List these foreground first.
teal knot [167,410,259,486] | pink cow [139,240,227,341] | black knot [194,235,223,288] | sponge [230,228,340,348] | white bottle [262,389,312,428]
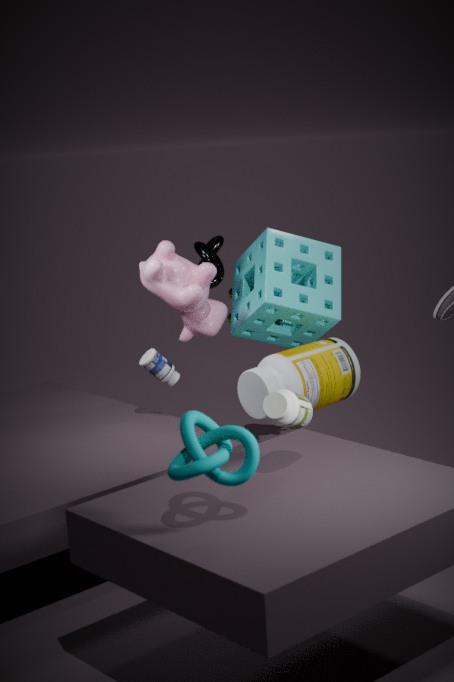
teal knot [167,410,259,486], white bottle [262,389,312,428], pink cow [139,240,227,341], sponge [230,228,340,348], black knot [194,235,223,288]
